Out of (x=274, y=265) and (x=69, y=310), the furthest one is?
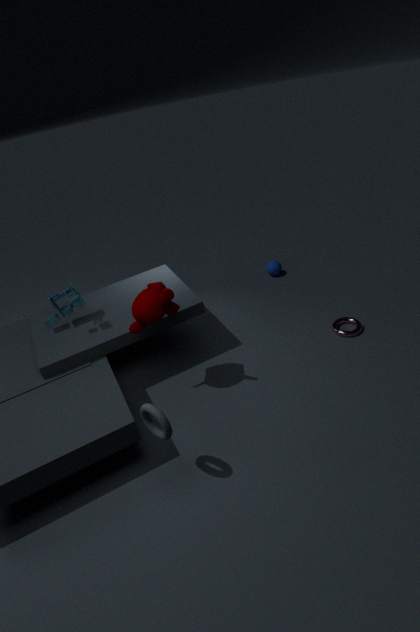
(x=274, y=265)
